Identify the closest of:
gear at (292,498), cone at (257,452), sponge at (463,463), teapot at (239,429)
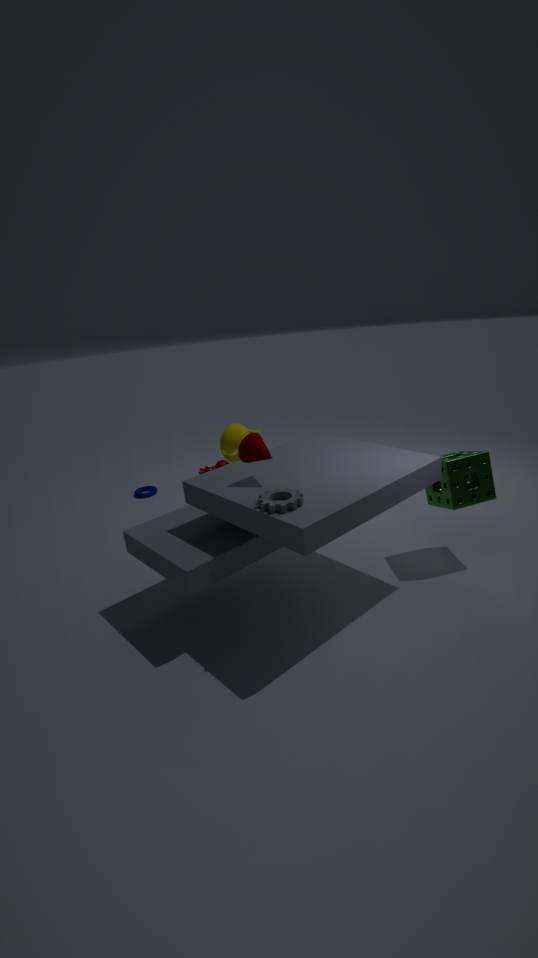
gear at (292,498)
